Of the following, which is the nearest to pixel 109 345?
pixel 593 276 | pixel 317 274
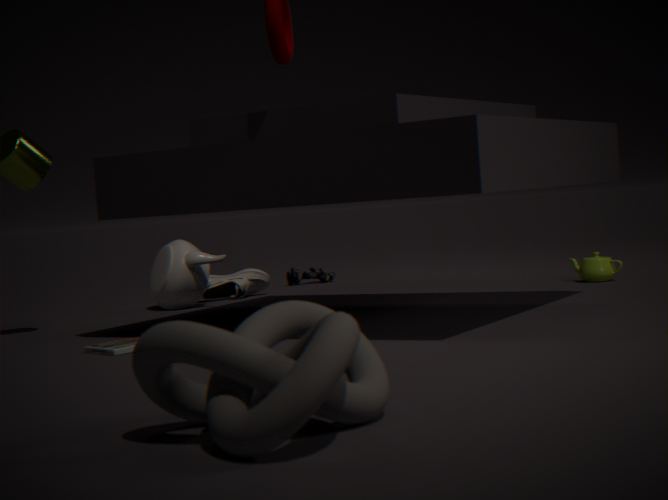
pixel 593 276
